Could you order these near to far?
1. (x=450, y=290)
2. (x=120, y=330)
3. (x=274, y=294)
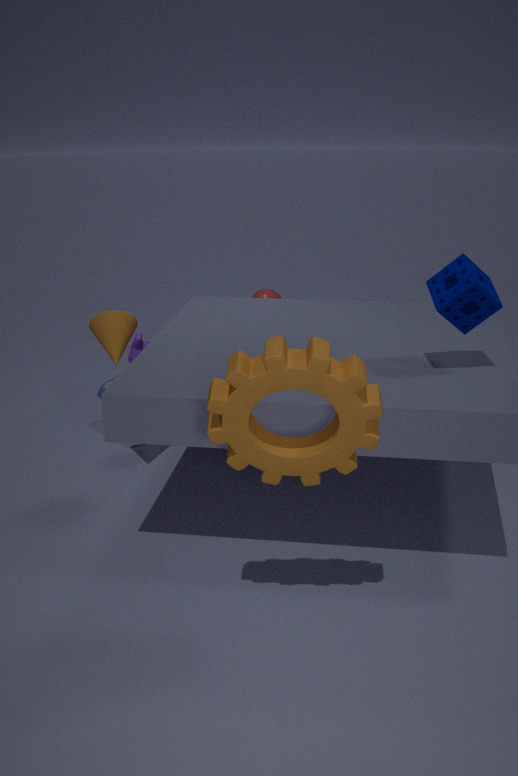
(x=450, y=290), (x=120, y=330), (x=274, y=294)
